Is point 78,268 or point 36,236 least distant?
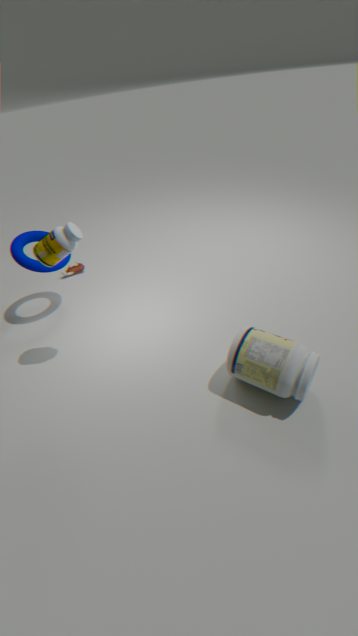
point 36,236
